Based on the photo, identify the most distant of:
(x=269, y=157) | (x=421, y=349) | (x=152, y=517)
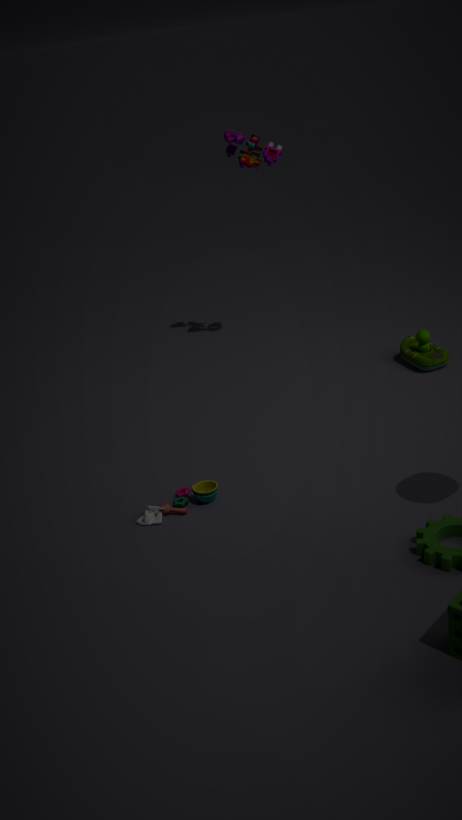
(x=421, y=349)
